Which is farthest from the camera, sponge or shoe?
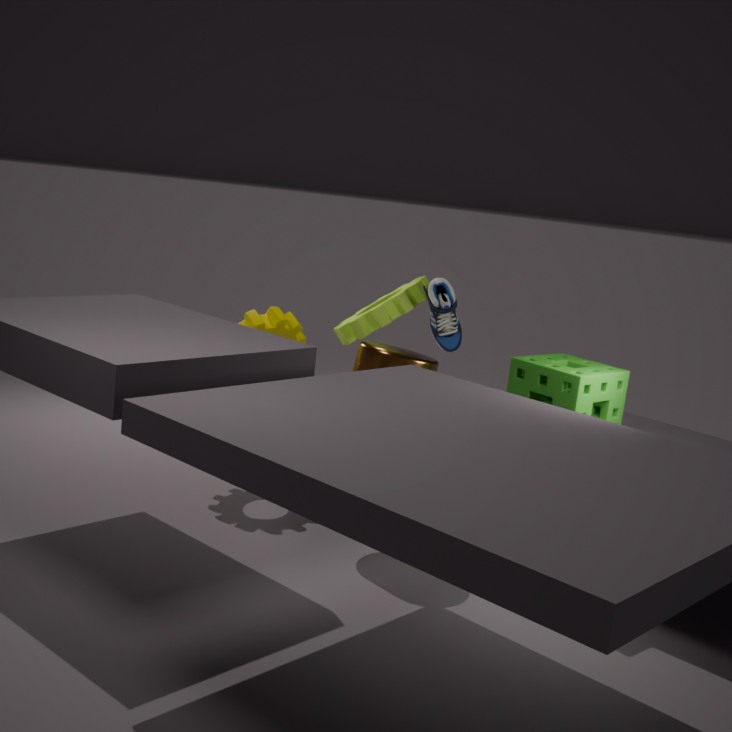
shoe
